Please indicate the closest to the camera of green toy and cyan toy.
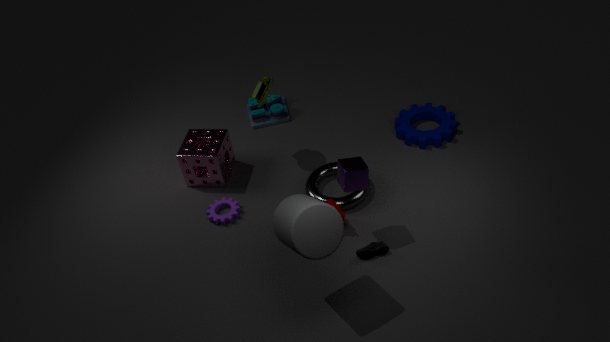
green toy
